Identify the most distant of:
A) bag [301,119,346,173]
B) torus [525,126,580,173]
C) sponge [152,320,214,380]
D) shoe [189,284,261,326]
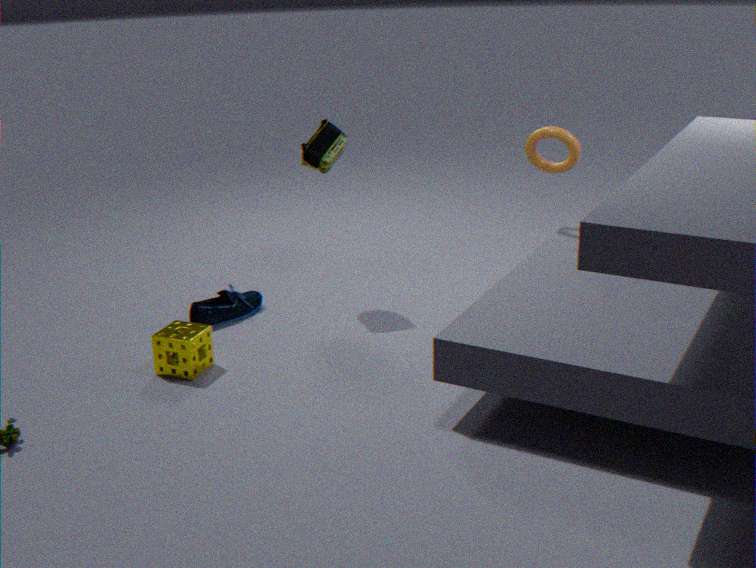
torus [525,126,580,173]
